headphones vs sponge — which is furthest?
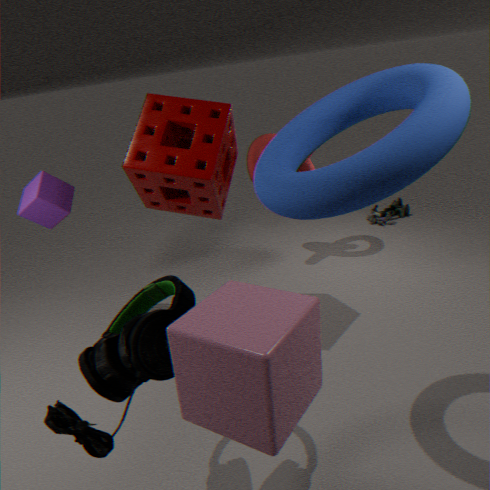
sponge
